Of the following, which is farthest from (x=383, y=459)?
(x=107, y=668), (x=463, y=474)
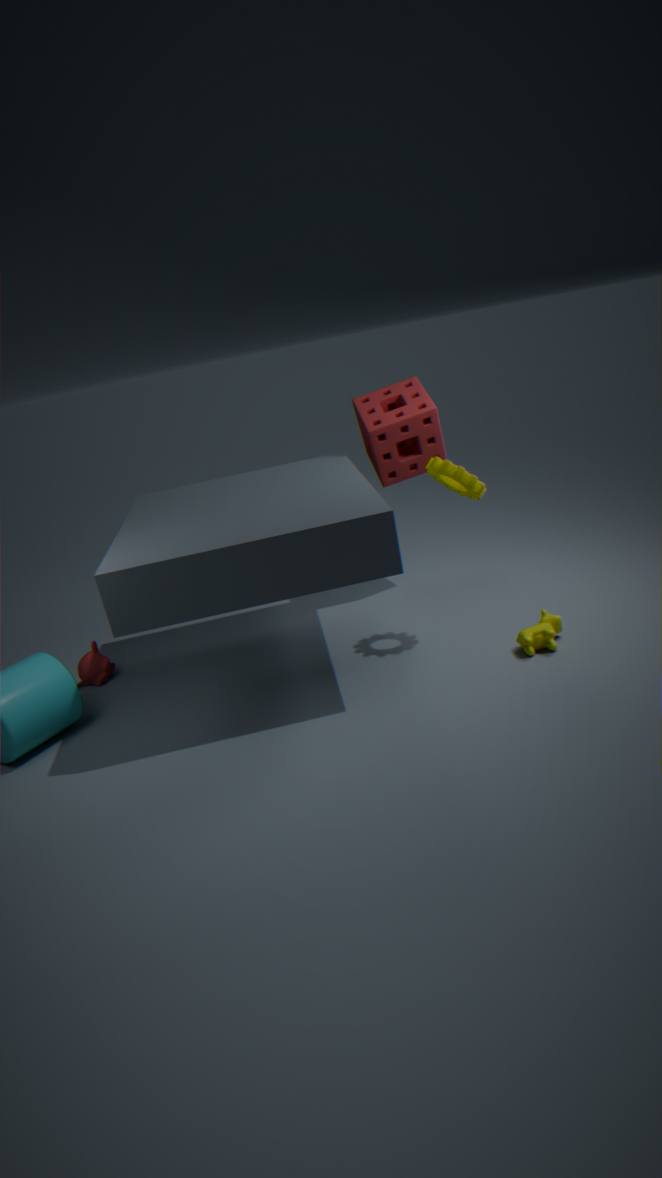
(x=107, y=668)
